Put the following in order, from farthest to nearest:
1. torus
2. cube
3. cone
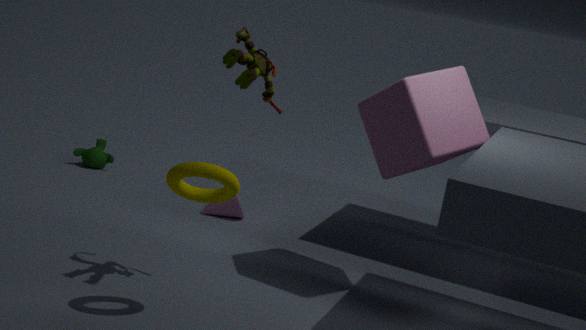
1. cone
2. cube
3. torus
